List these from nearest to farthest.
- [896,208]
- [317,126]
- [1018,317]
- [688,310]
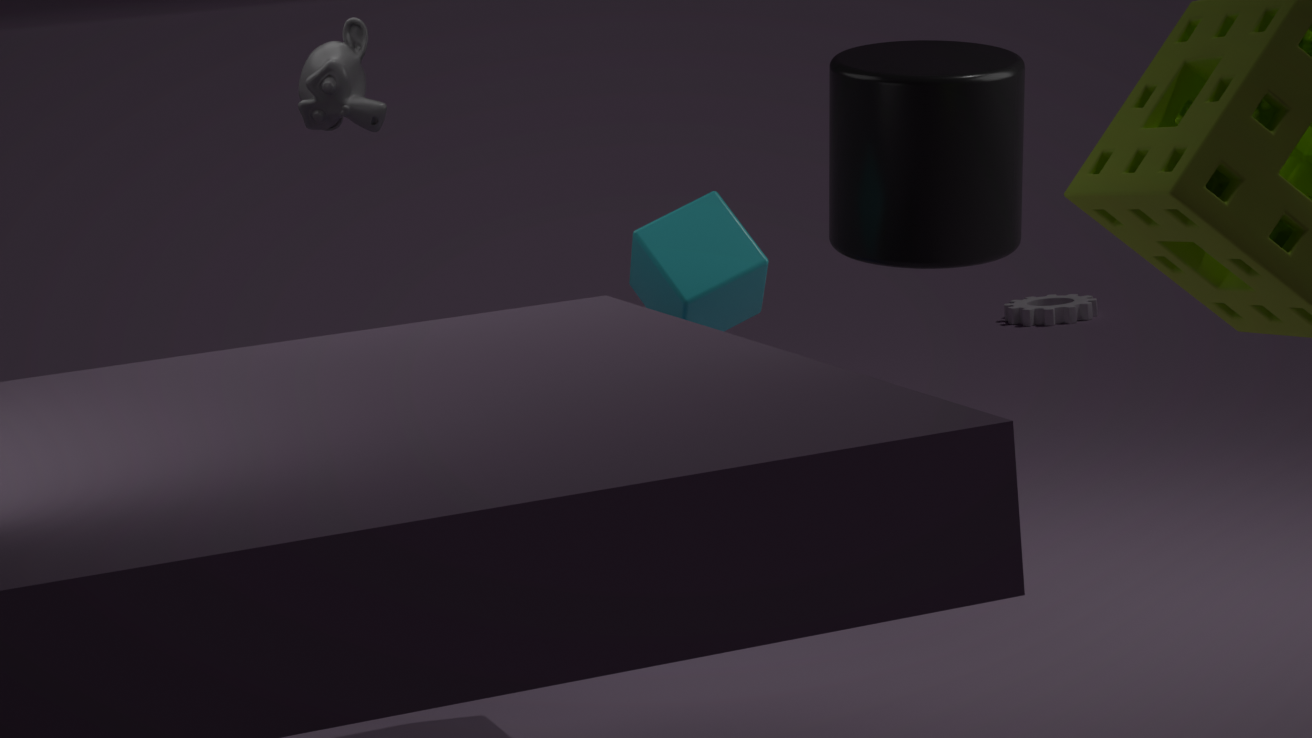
[688,310] → [896,208] → [317,126] → [1018,317]
